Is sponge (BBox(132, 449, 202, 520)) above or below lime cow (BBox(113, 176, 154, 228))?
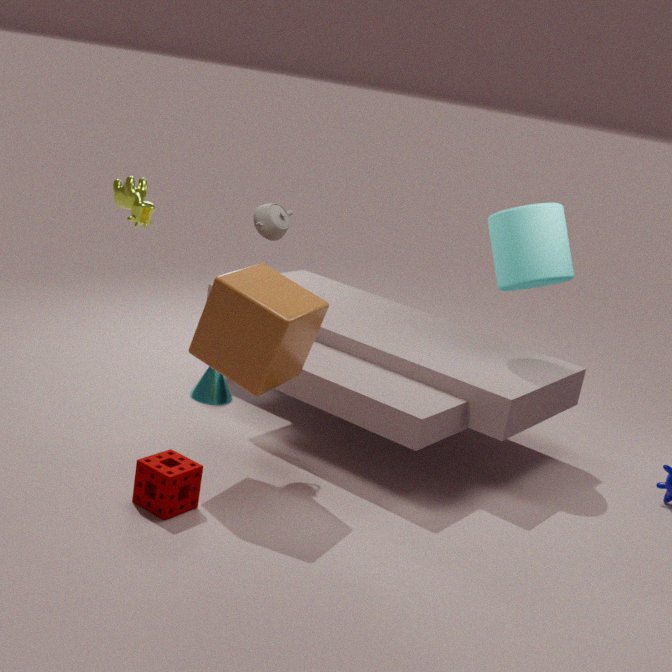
below
